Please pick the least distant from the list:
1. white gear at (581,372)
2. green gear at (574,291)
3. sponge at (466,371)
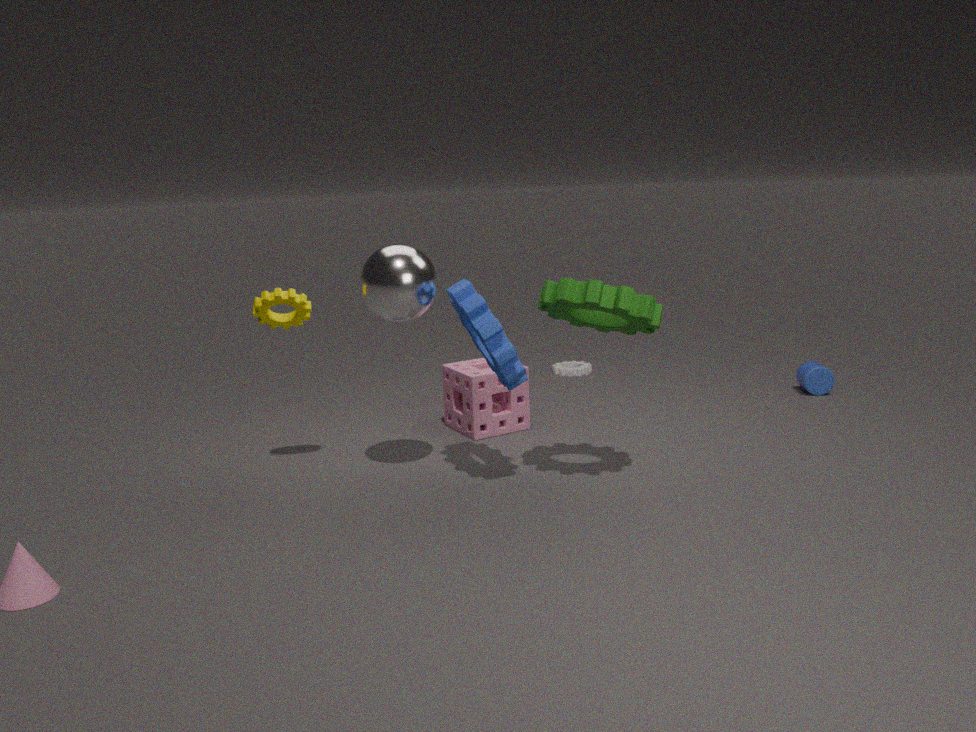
green gear at (574,291)
